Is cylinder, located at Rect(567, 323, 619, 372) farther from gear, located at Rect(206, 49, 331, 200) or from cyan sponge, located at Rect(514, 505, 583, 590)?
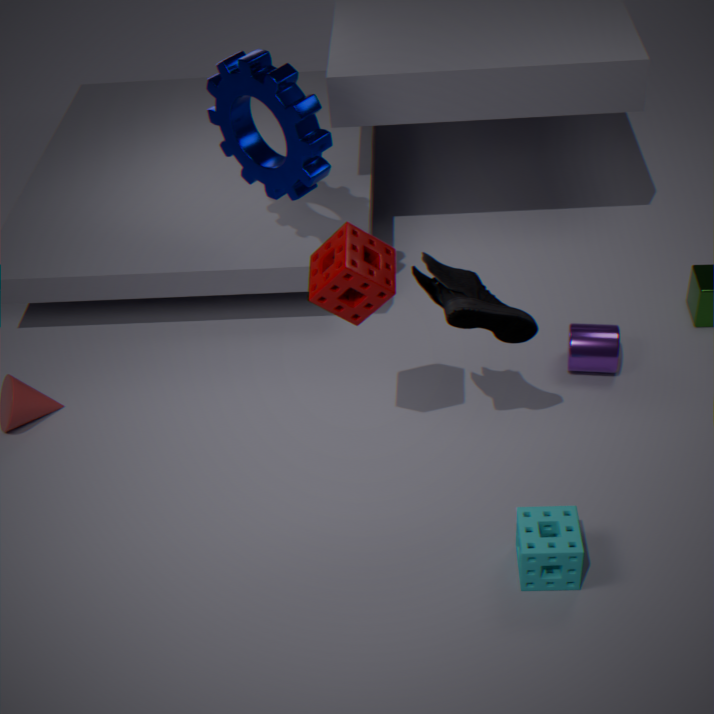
gear, located at Rect(206, 49, 331, 200)
